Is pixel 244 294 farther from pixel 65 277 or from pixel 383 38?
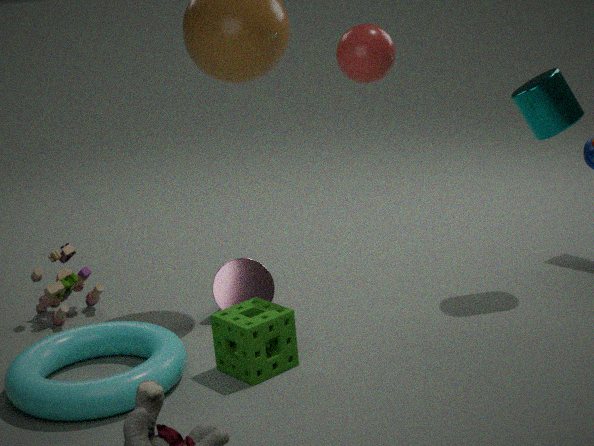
pixel 383 38
